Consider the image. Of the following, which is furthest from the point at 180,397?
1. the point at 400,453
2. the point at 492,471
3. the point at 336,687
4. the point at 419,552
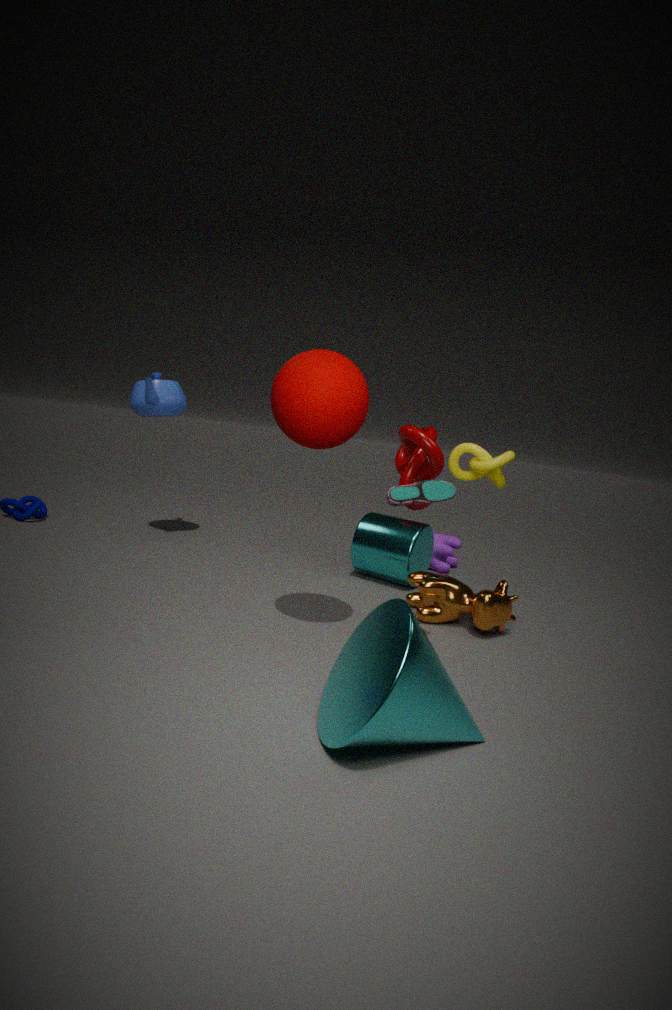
the point at 336,687
